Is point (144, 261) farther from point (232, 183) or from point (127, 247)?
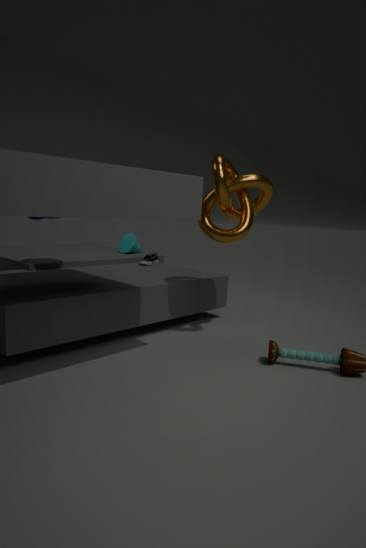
point (232, 183)
